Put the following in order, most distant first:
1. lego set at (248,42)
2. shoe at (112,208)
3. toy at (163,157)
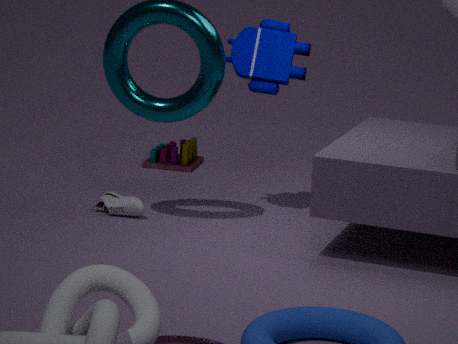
toy at (163,157)
shoe at (112,208)
lego set at (248,42)
